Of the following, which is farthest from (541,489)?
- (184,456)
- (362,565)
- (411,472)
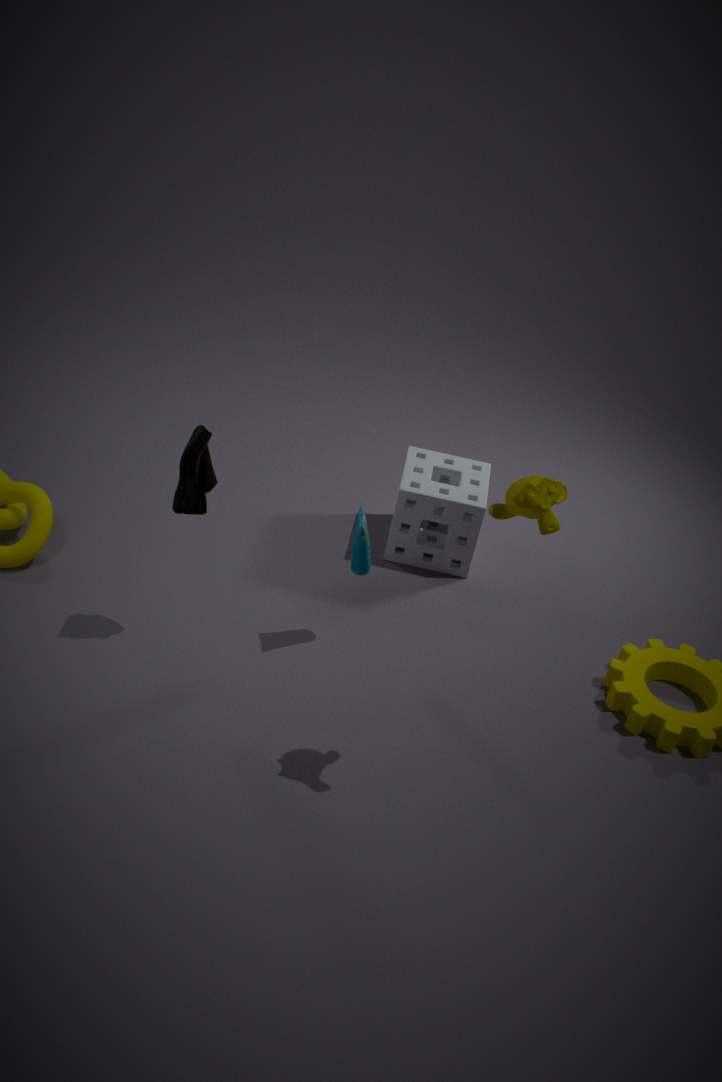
(411,472)
